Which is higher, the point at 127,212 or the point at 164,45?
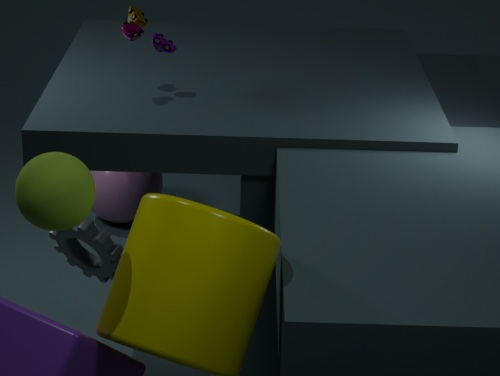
the point at 164,45
